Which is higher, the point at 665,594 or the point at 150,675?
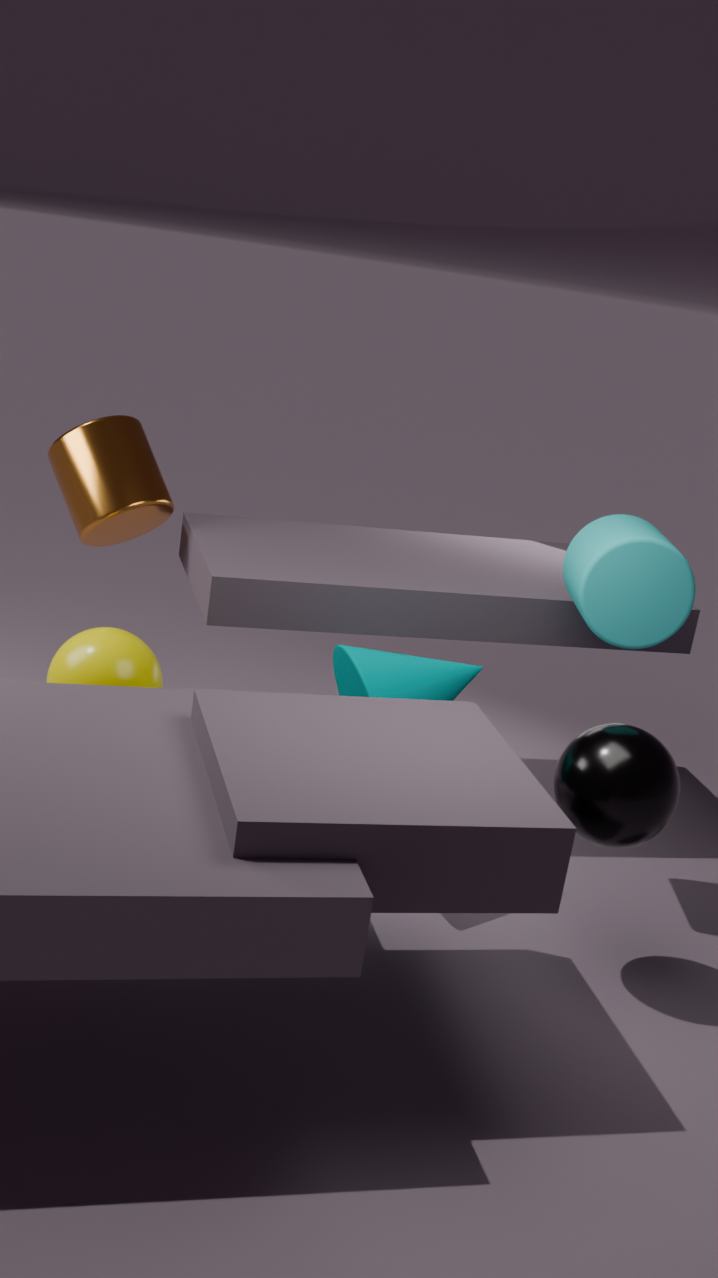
the point at 665,594
